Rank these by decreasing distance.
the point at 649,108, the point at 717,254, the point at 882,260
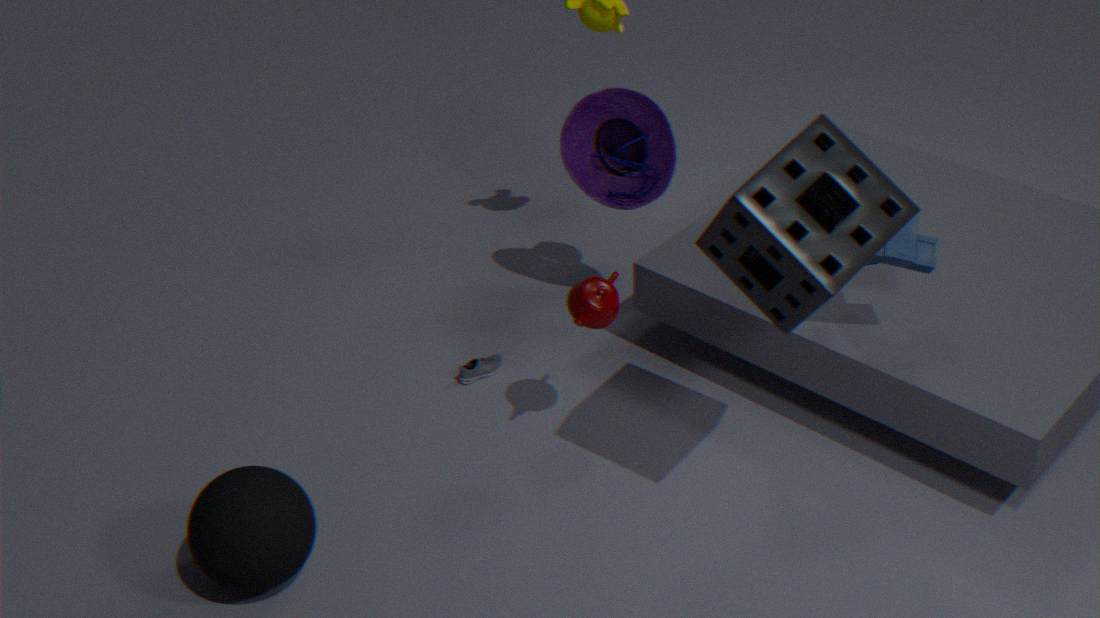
the point at 649,108
the point at 882,260
the point at 717,254
